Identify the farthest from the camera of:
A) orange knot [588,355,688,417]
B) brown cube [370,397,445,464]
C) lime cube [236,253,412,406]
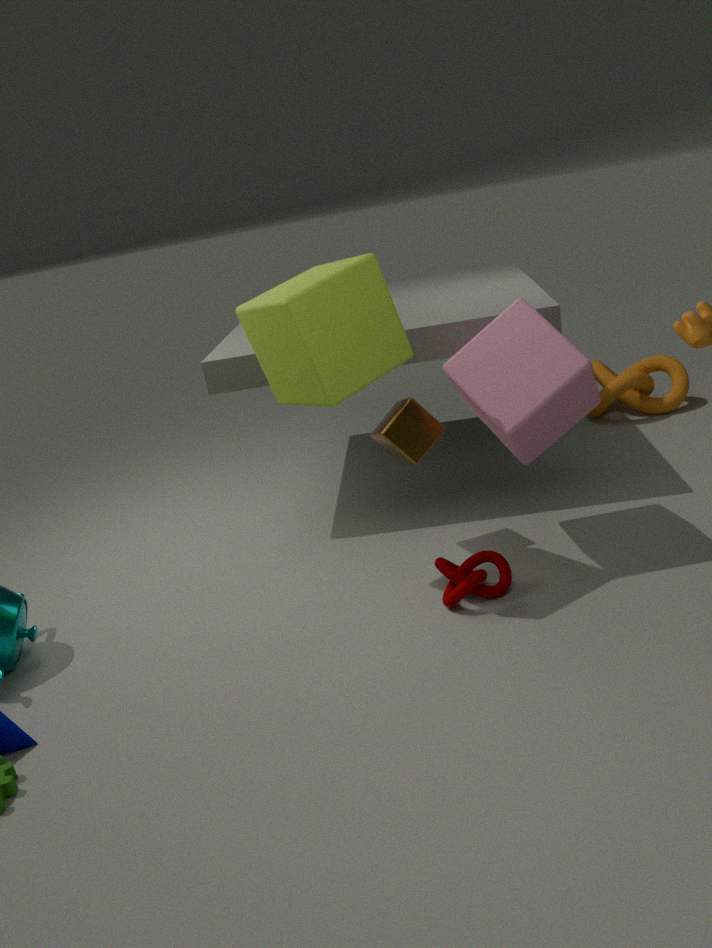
orange knot [588,355,688,417]
